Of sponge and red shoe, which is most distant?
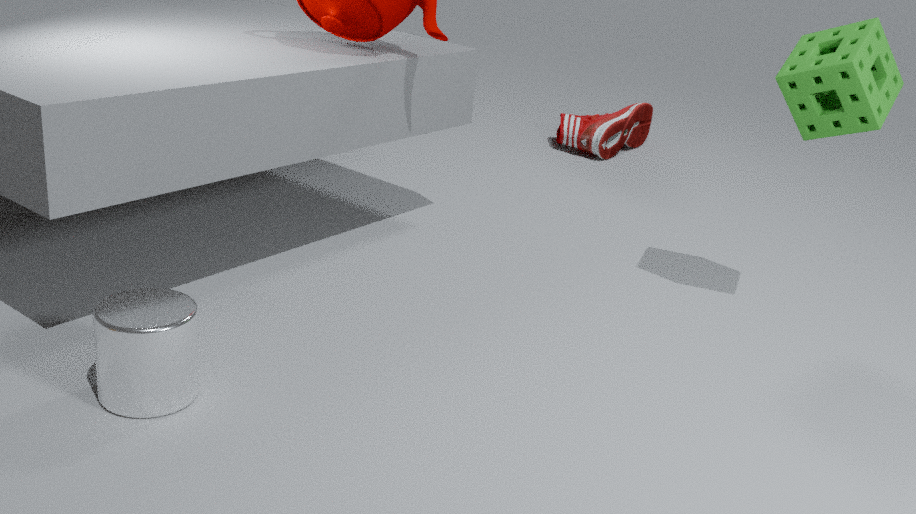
red shoe
